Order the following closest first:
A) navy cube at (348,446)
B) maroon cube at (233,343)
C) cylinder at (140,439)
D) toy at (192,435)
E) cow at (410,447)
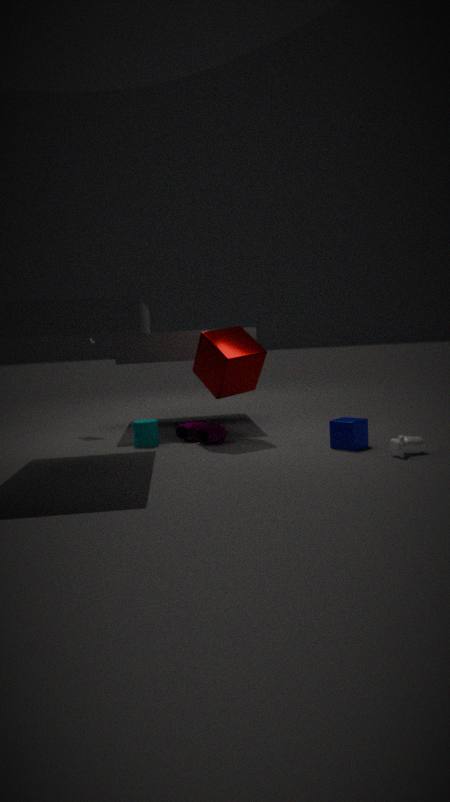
cow at (410,447) < navy cube at (348,446) < maroon cube at (233,343) < toy at (192,435) < cylinder at (140,439)
